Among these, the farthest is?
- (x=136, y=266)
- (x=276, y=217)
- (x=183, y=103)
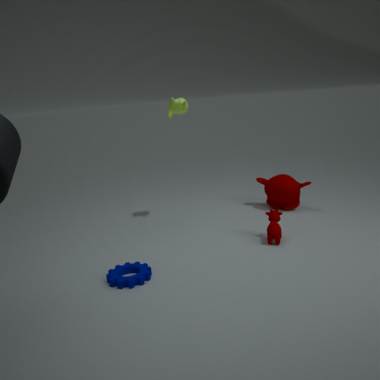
(x=183, y=103)
